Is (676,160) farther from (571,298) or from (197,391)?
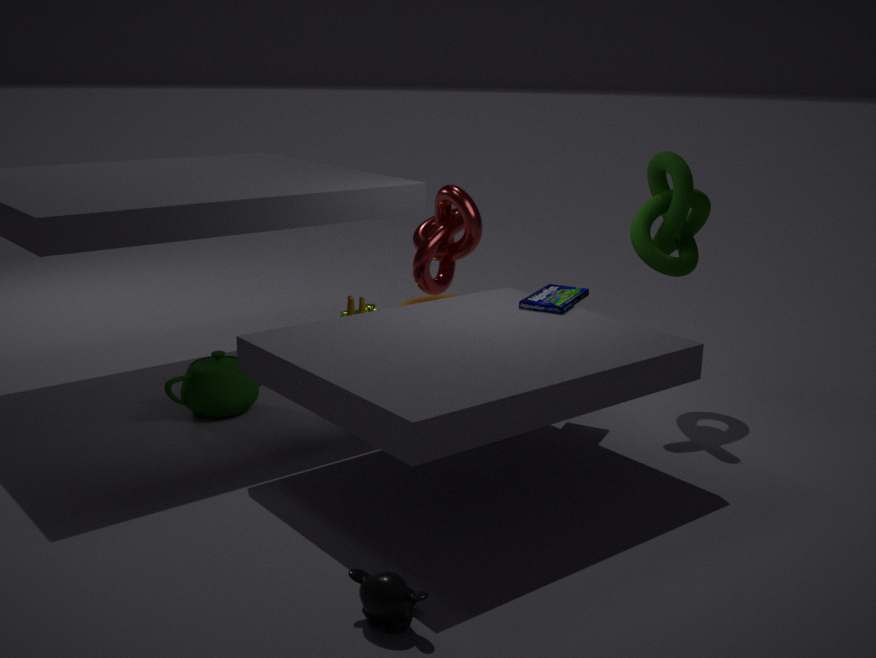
(197,391)
